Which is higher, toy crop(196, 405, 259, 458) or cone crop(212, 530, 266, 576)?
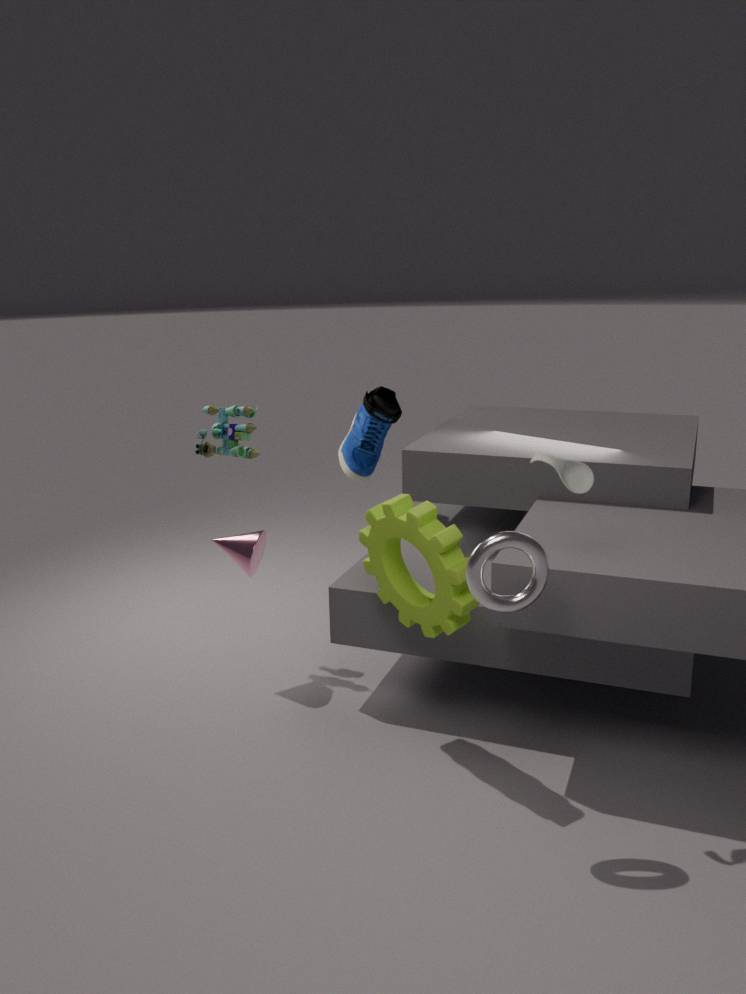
toy crop(196, 405, 259, 458)
